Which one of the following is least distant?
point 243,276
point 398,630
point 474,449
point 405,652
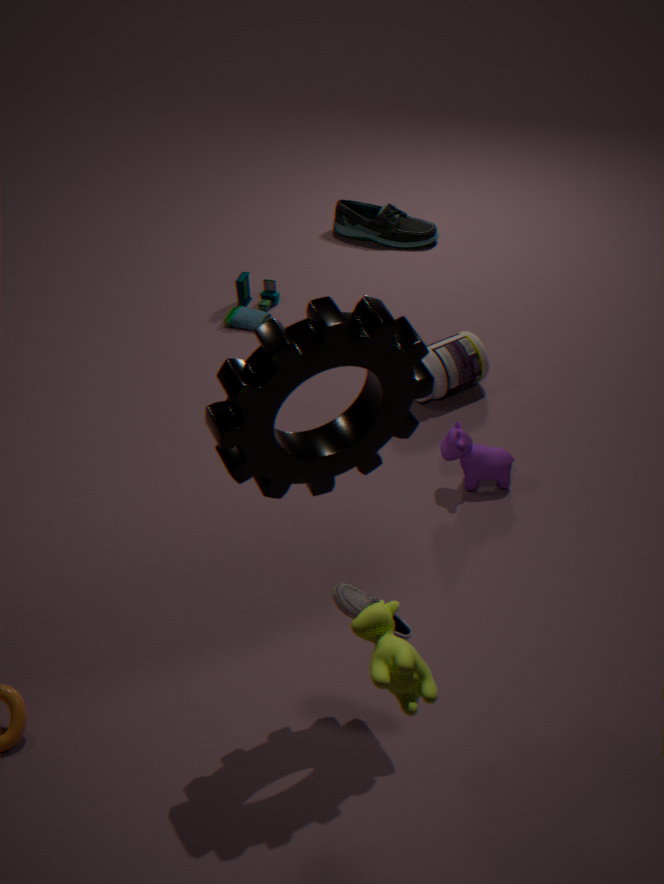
point 405,652
